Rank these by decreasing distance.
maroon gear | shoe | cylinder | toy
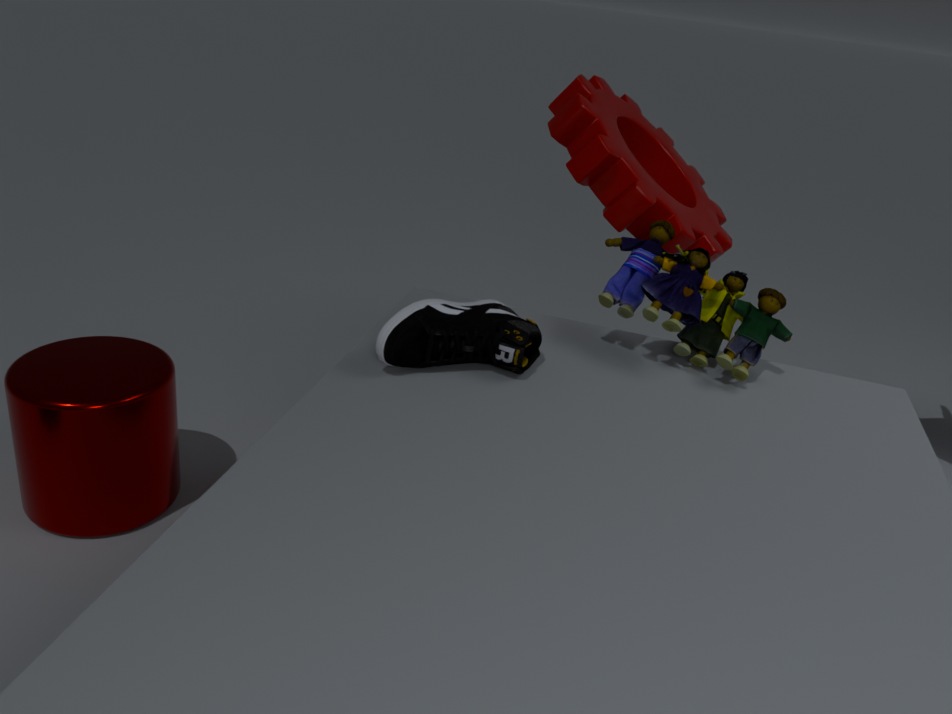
1. cylinder
2. maroon gear
3. toy
4. shoe
